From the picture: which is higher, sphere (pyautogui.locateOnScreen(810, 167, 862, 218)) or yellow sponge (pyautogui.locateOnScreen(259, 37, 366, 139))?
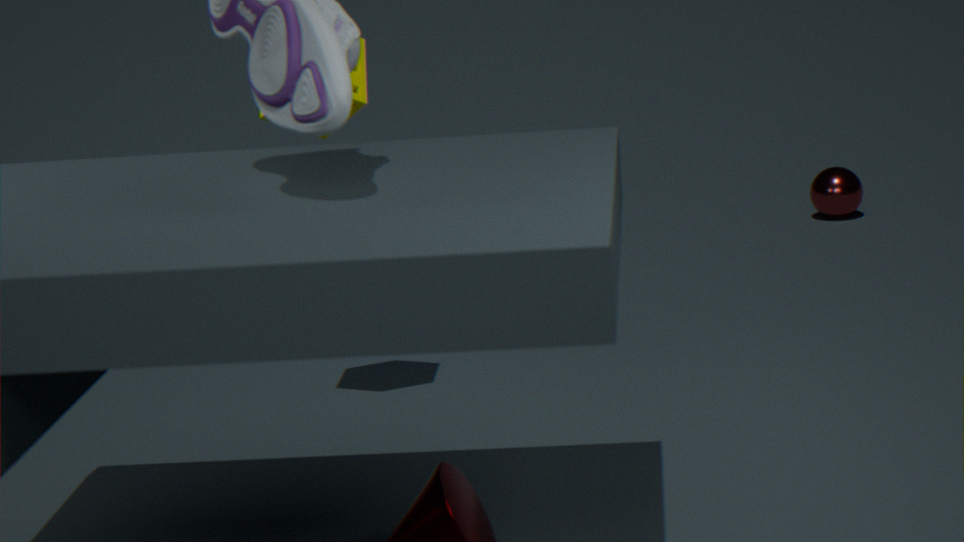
yellow sponge (pyautogui.locateOnScreen(259, 37, 366, 139))
